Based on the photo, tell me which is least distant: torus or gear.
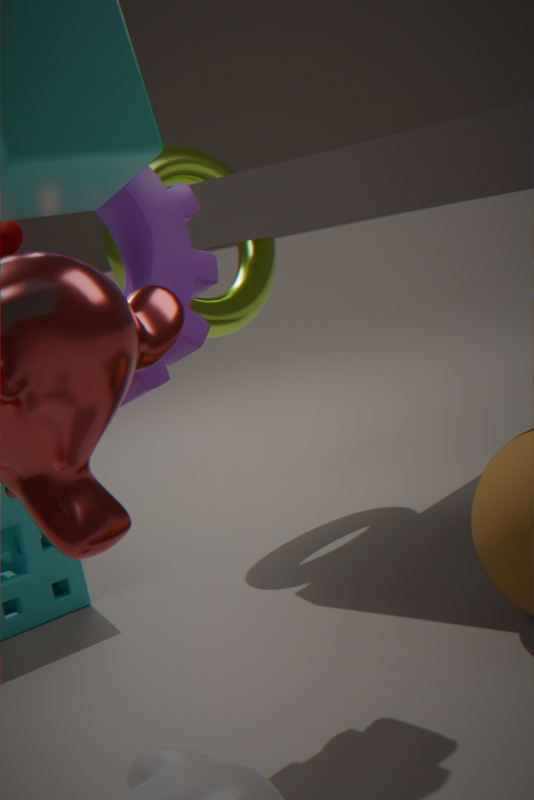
gear
